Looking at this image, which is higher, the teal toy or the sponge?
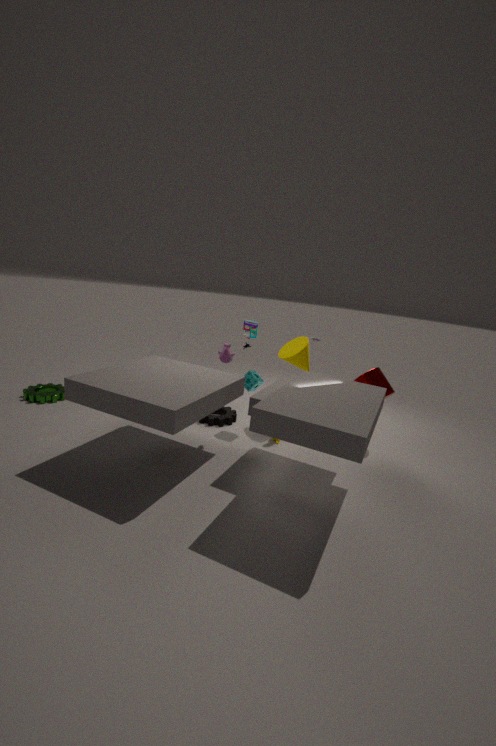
the teal toy
